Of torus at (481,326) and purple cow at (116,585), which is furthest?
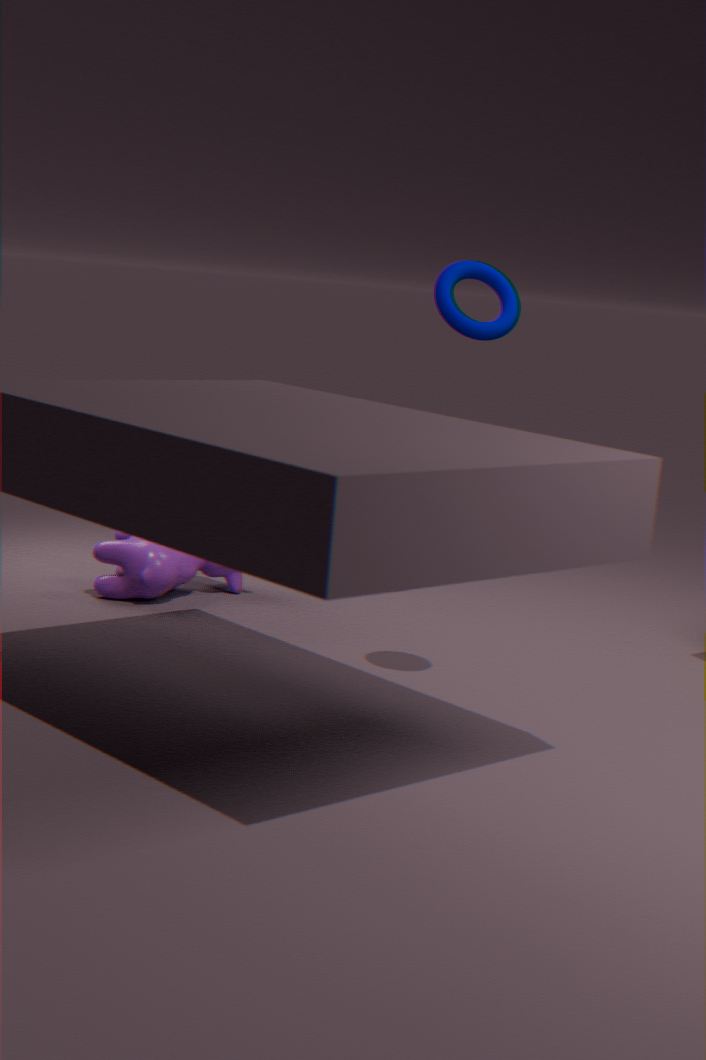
purple cow at (116,585)
